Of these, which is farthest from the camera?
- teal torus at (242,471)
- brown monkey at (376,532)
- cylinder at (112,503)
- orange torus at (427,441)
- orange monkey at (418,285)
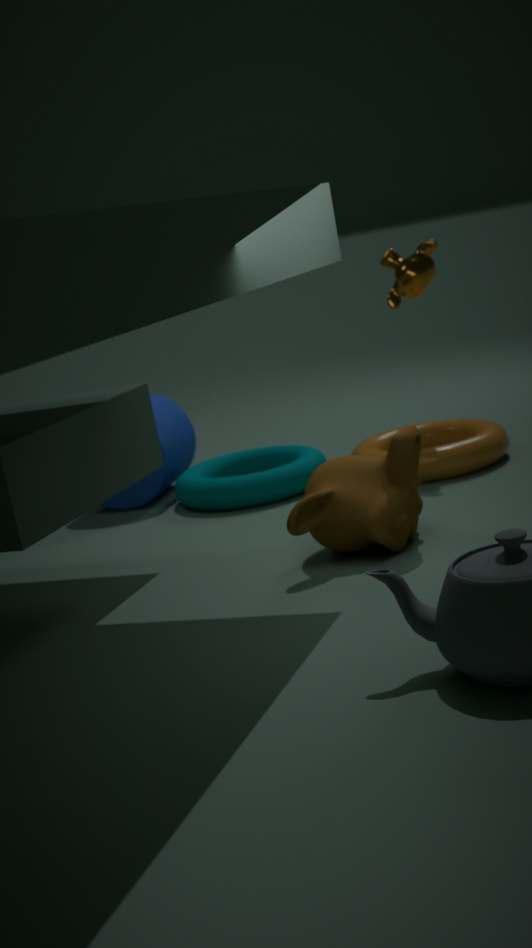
cylinder at (112,503)
